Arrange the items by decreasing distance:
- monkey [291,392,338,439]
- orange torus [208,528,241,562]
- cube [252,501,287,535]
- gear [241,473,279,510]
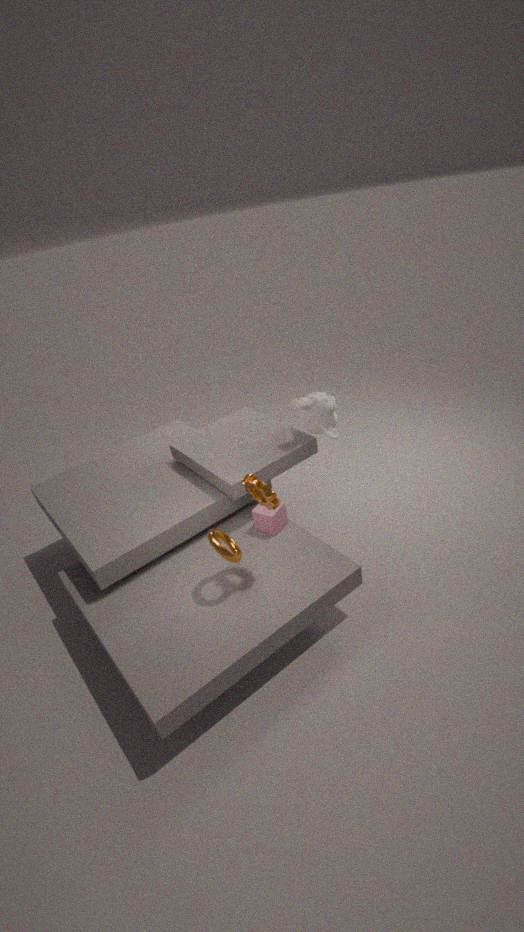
monkey [291,392,338,439], cube [252,501,287,535], orange torus [208,528,241,562], gear [241,473,279,510]
